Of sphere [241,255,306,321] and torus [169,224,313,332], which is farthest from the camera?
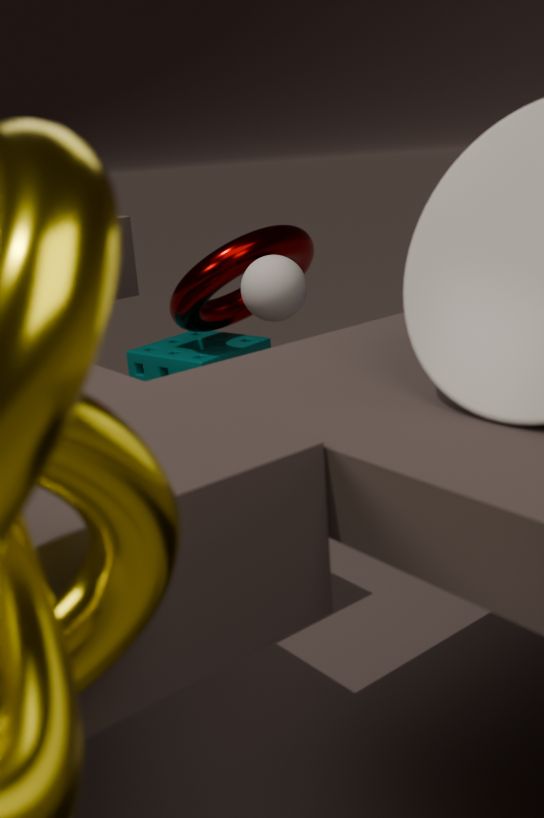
torus [169,224,313,332]
